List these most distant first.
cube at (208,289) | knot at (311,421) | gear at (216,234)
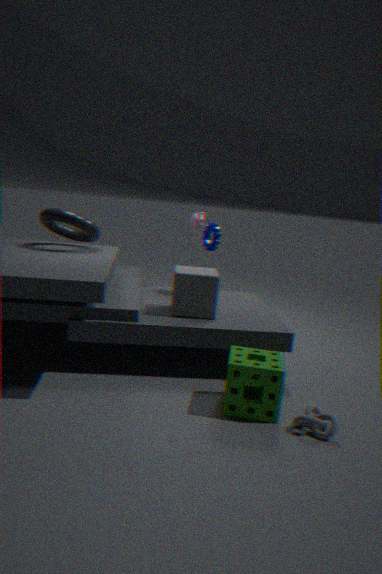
gear at (216,234)
cube at (208,289)
knot at (311,421)
